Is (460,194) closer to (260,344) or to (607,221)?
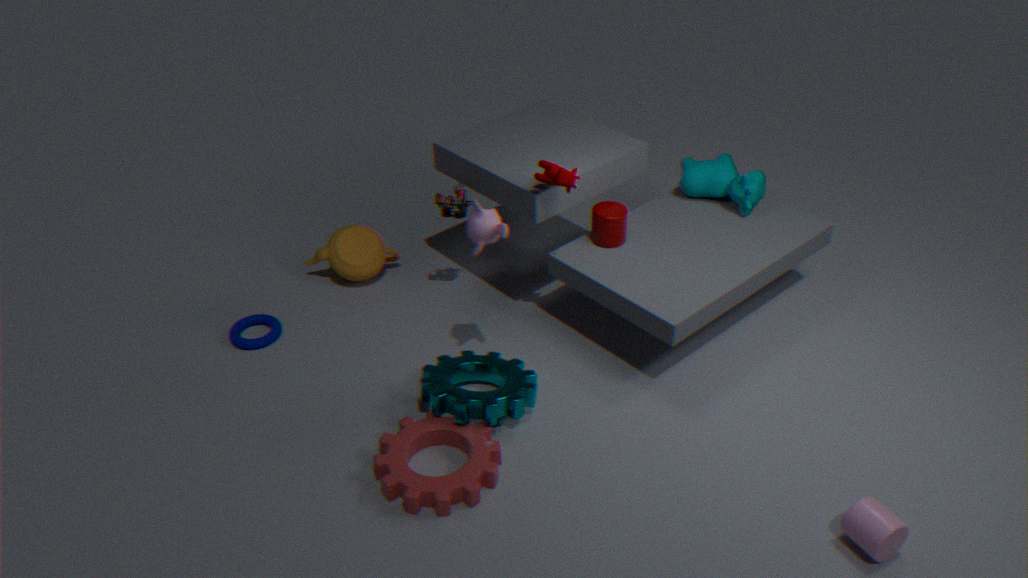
(607,221)
